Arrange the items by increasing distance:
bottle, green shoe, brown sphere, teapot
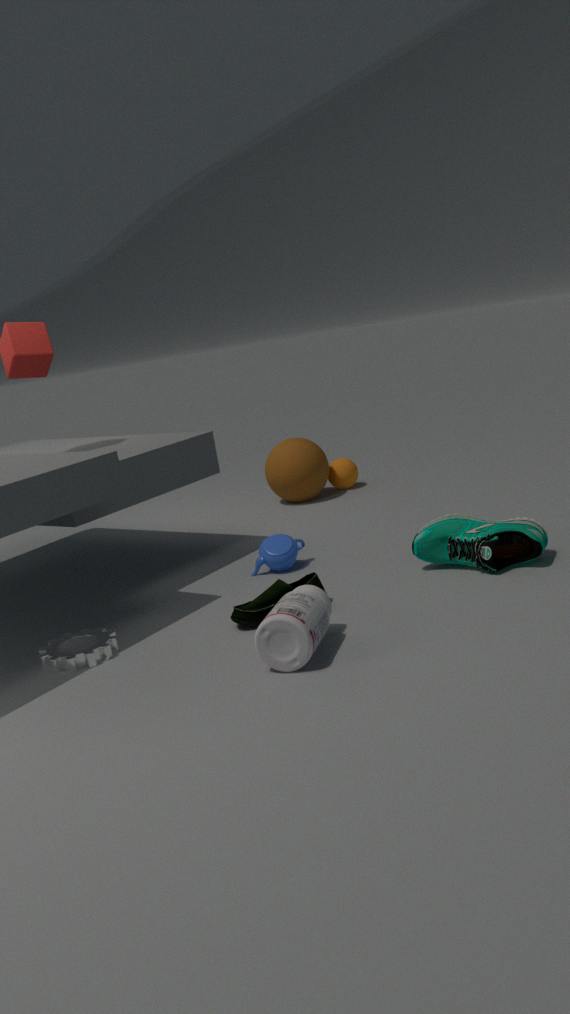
bottle → green shoe → teapot → brown sphere
